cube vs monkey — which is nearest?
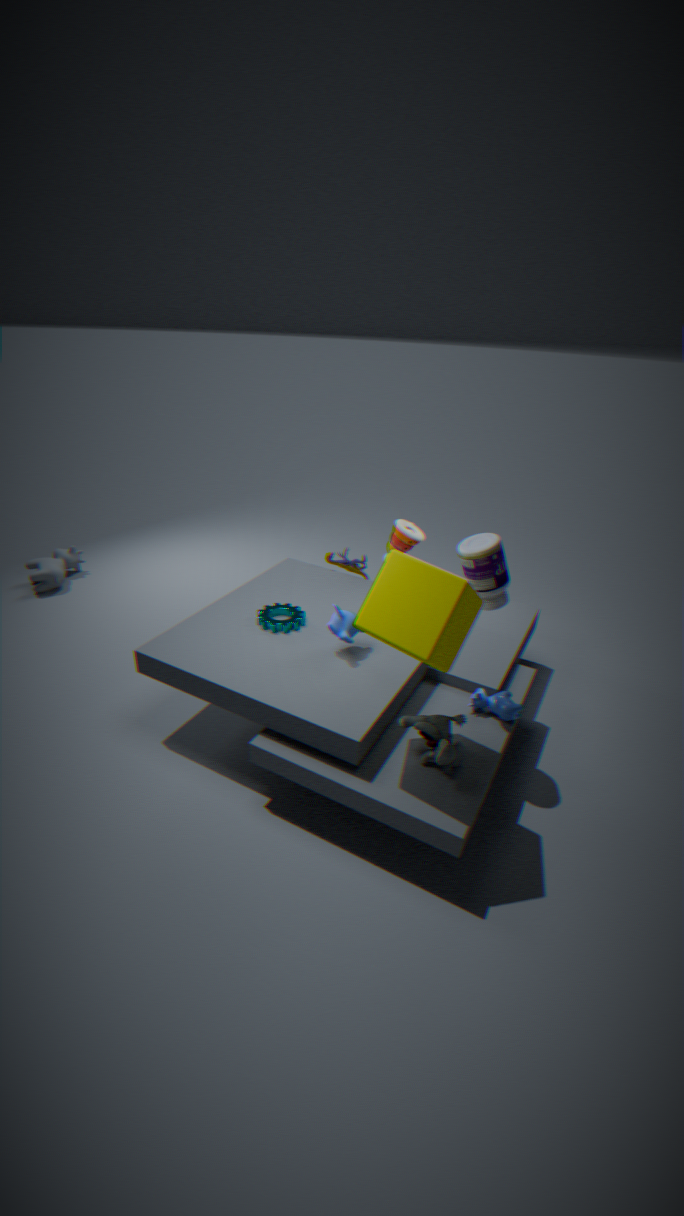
cube
